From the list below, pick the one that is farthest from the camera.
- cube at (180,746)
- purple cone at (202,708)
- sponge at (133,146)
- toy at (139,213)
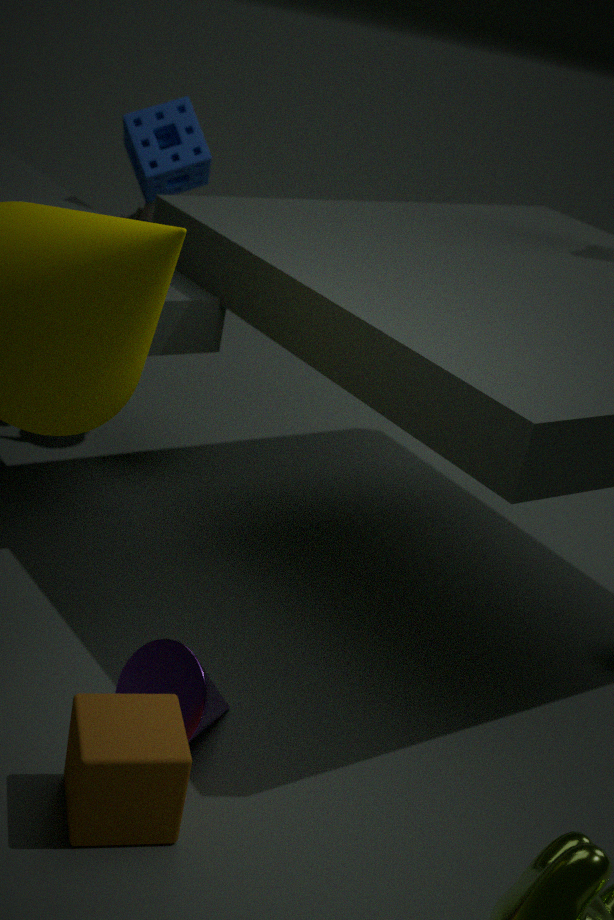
toy at (139,213)
